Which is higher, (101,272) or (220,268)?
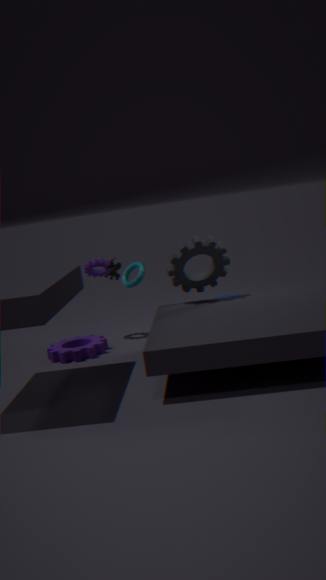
(101,272)
